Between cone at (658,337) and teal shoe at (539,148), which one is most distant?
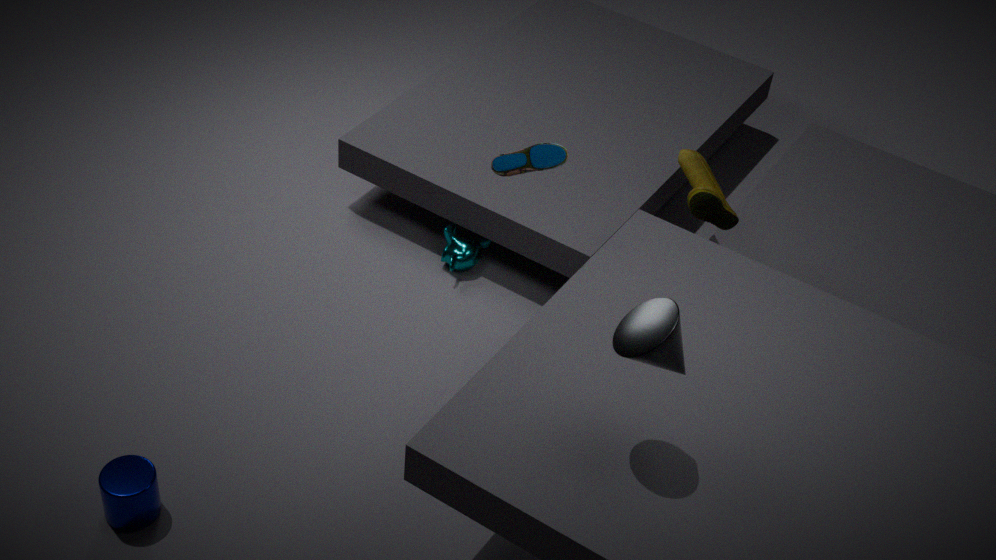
teal shoe at (539,148)
